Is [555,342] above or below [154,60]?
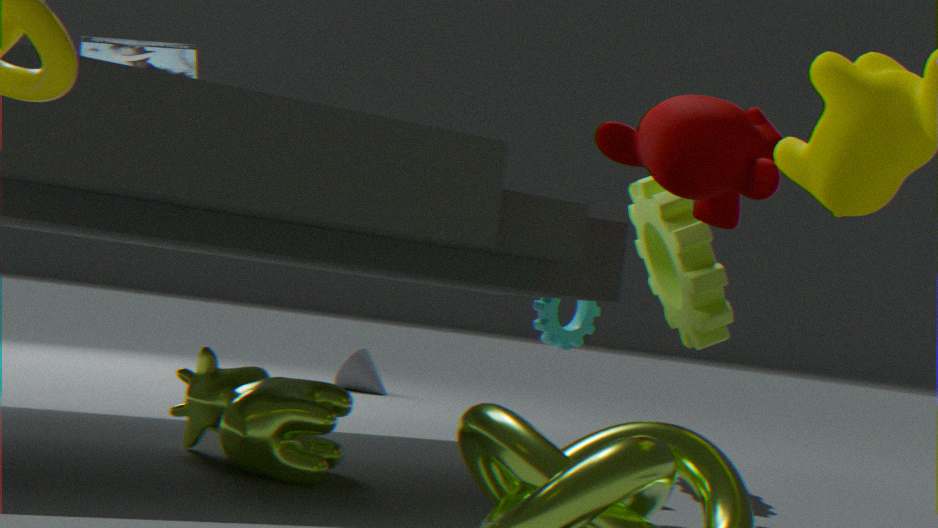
below
